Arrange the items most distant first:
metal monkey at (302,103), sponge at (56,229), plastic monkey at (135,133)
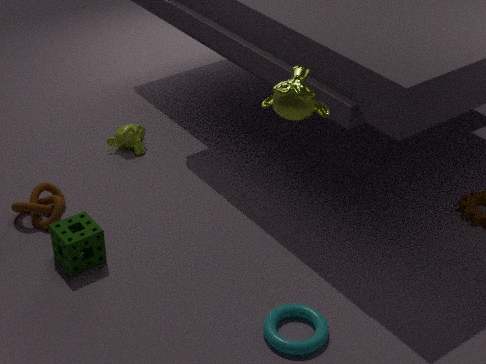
plastic monkey at (135,133) → sponge at (56,229) → metal monkey at (302,103)
